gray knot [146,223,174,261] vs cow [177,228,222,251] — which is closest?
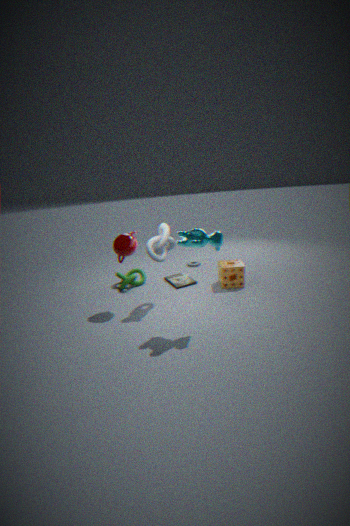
cow [177,228,222,251]
